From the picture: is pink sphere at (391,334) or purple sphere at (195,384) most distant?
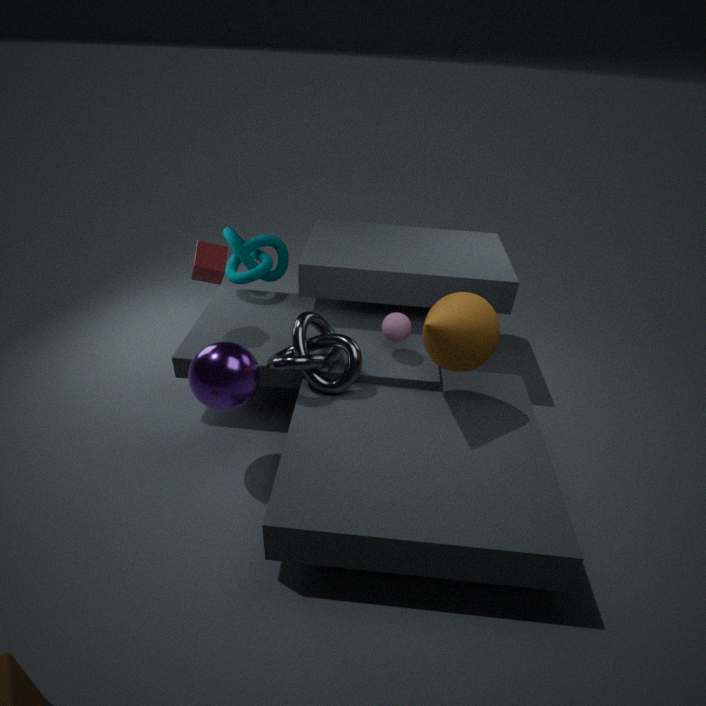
pink sphere at (391,334)
